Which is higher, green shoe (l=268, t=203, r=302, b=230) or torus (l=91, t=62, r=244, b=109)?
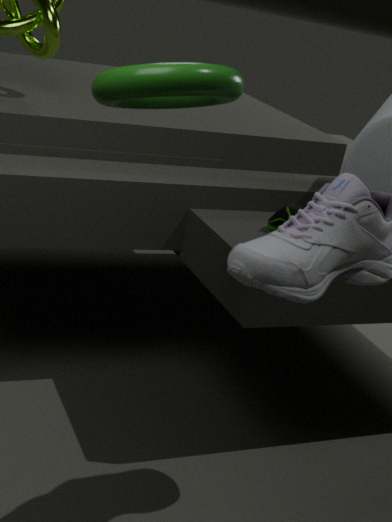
torus (l=91, t=62, r=244, b=109)
